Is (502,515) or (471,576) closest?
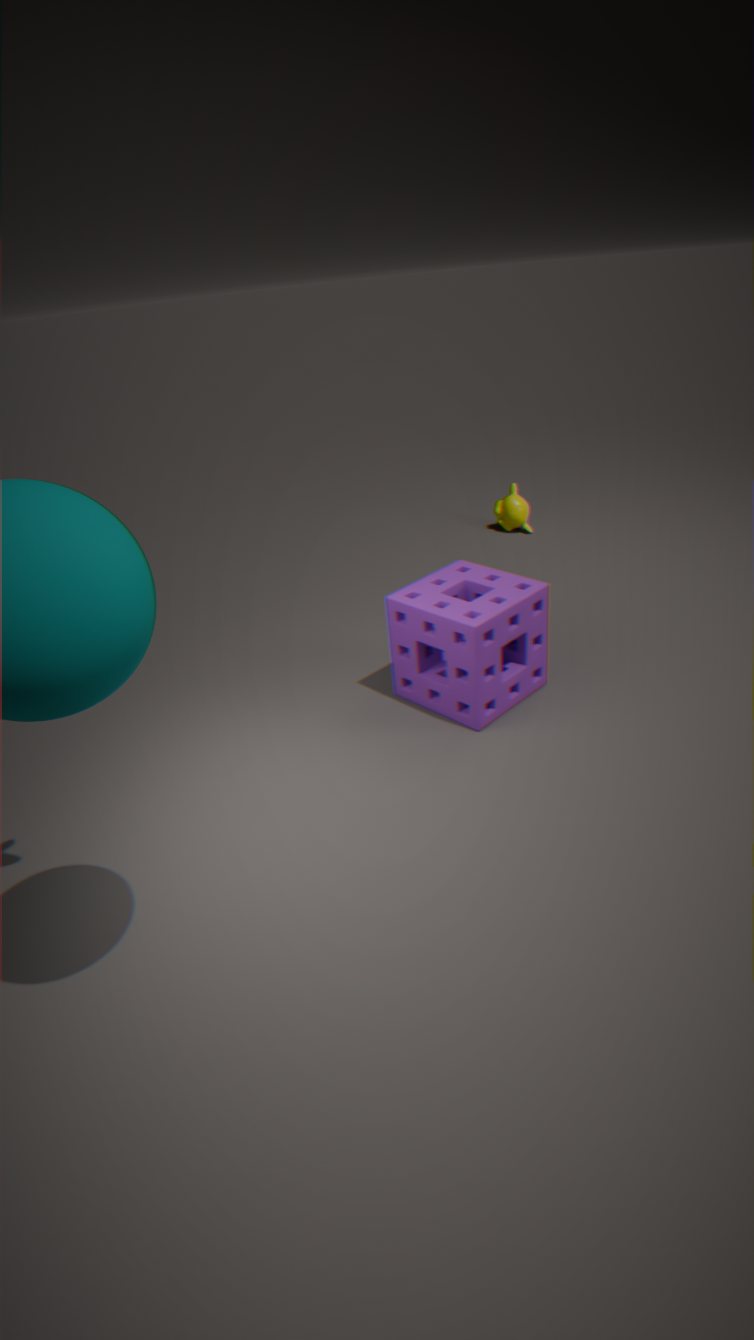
(471,576)
